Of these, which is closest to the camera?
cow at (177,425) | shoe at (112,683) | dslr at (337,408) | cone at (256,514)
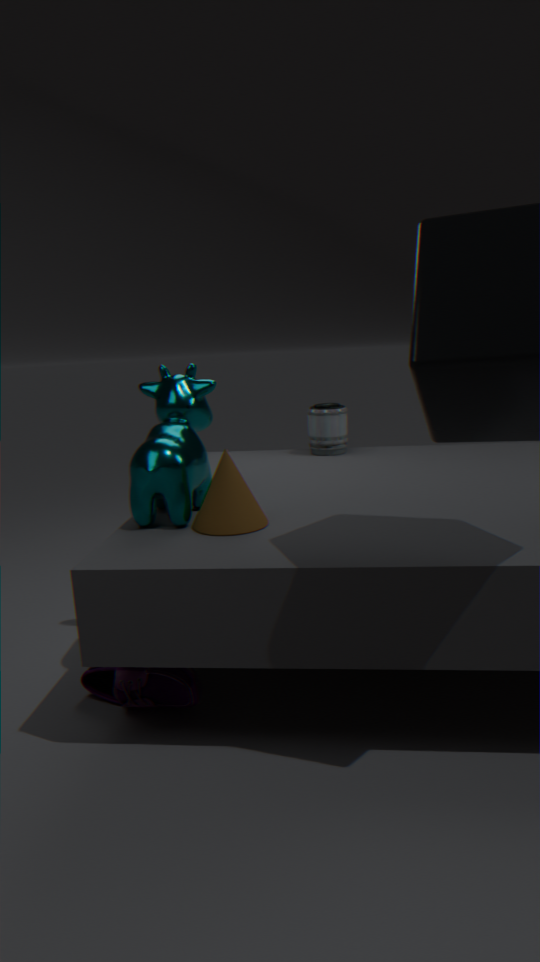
shoe at (112,683)
